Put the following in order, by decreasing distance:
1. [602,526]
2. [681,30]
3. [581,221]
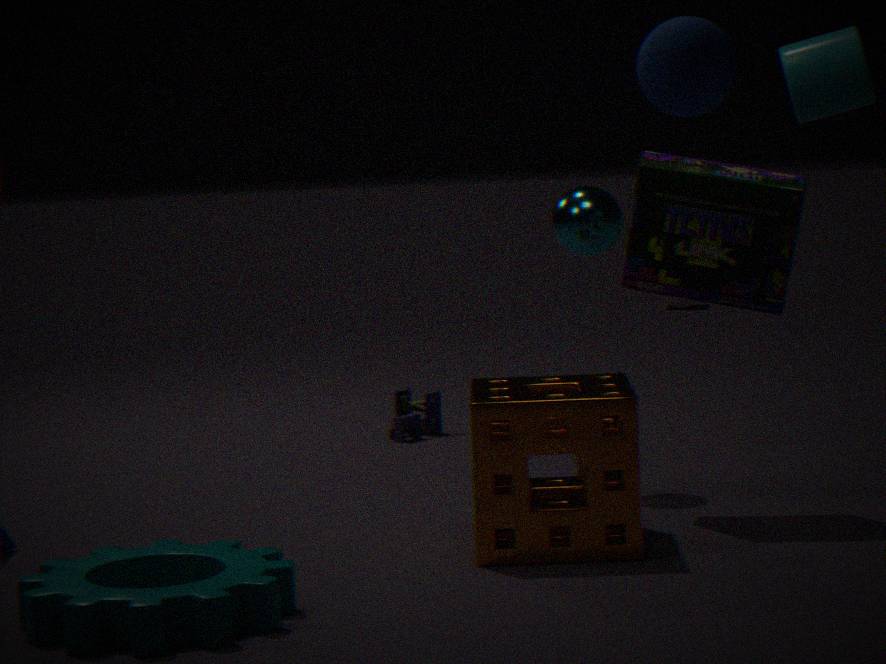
1. [581,221]
2. [602,526]
3. [681,30]
